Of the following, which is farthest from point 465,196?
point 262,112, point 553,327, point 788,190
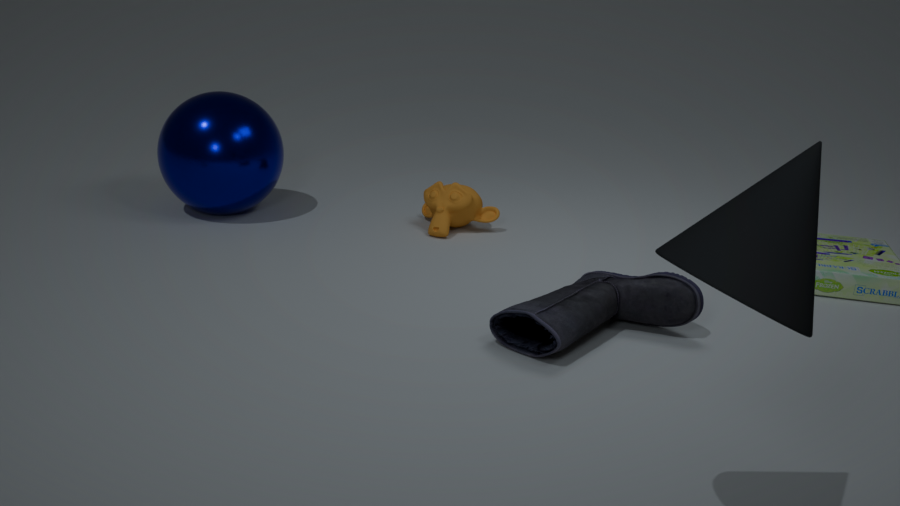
point 788,190
